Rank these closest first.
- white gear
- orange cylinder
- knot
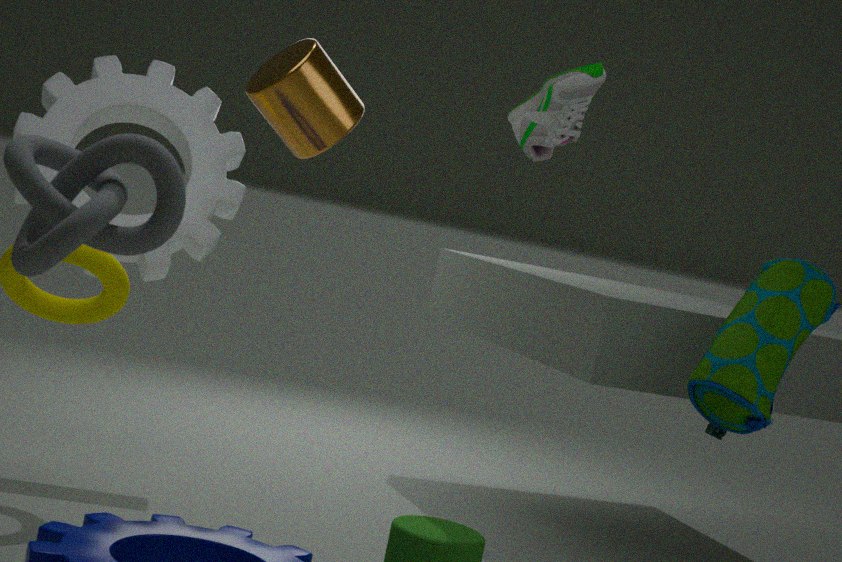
knot, orange cylinder, white gear
